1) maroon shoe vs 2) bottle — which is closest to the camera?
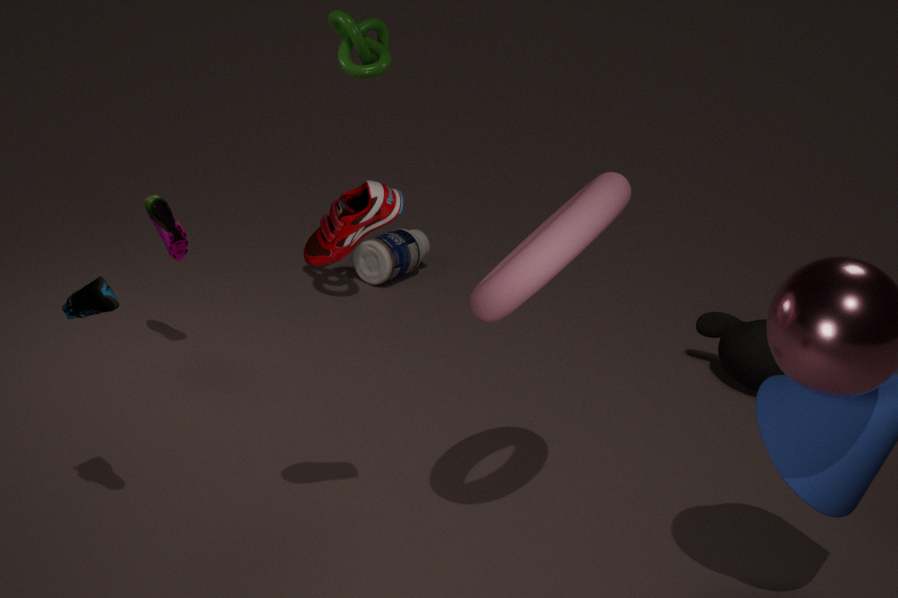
1. maroon shoe
